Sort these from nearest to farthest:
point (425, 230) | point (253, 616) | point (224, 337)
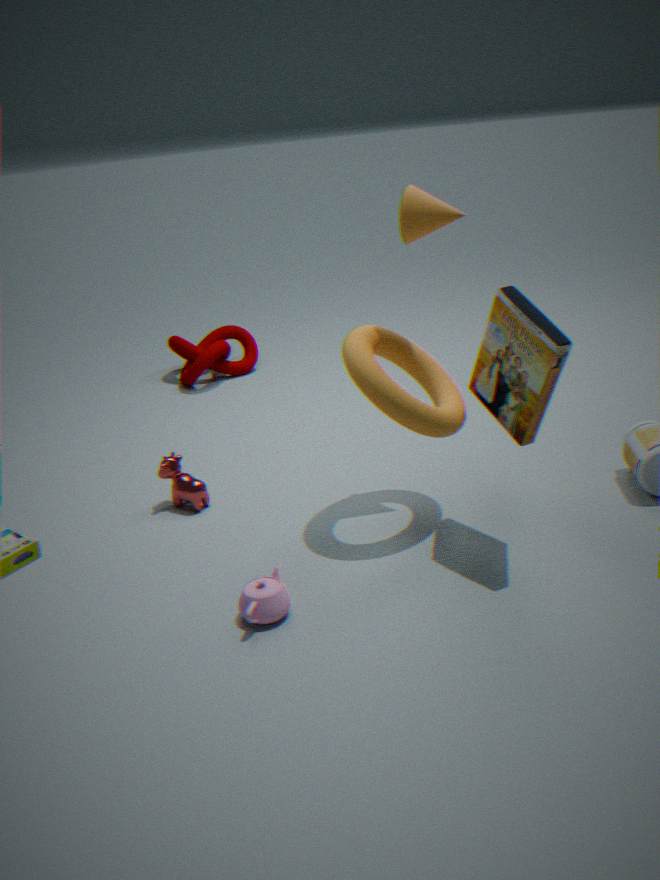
point (253, 616) → point (425, 230) → point (224, 337)
